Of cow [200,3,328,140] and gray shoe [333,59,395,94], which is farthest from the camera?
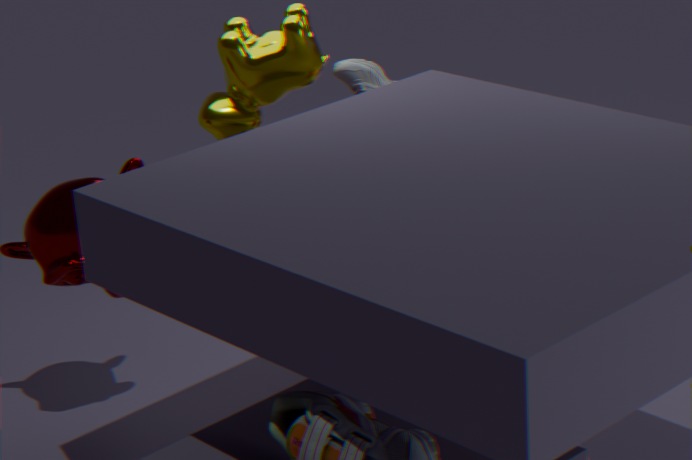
gray shoe [333,59,395,94]
